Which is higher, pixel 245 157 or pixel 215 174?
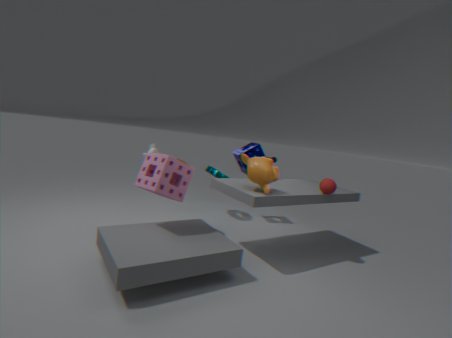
pixel 245 157
